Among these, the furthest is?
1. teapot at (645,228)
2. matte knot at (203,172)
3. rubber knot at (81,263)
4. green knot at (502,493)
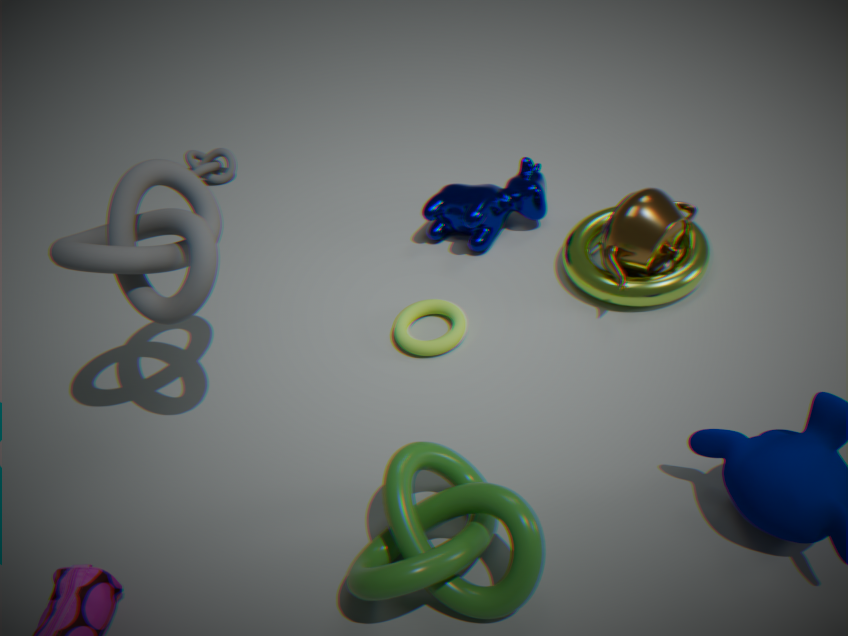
matte knot at (203,172)
